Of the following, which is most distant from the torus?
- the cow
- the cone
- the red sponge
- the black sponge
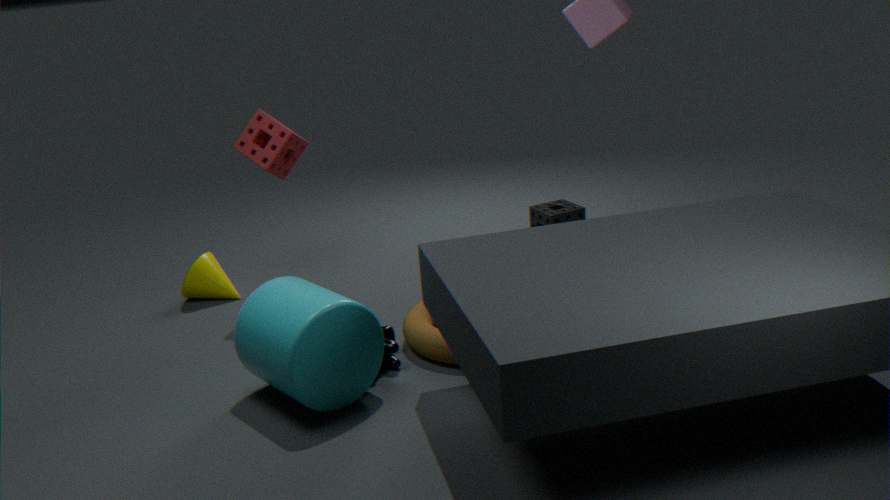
the cone
